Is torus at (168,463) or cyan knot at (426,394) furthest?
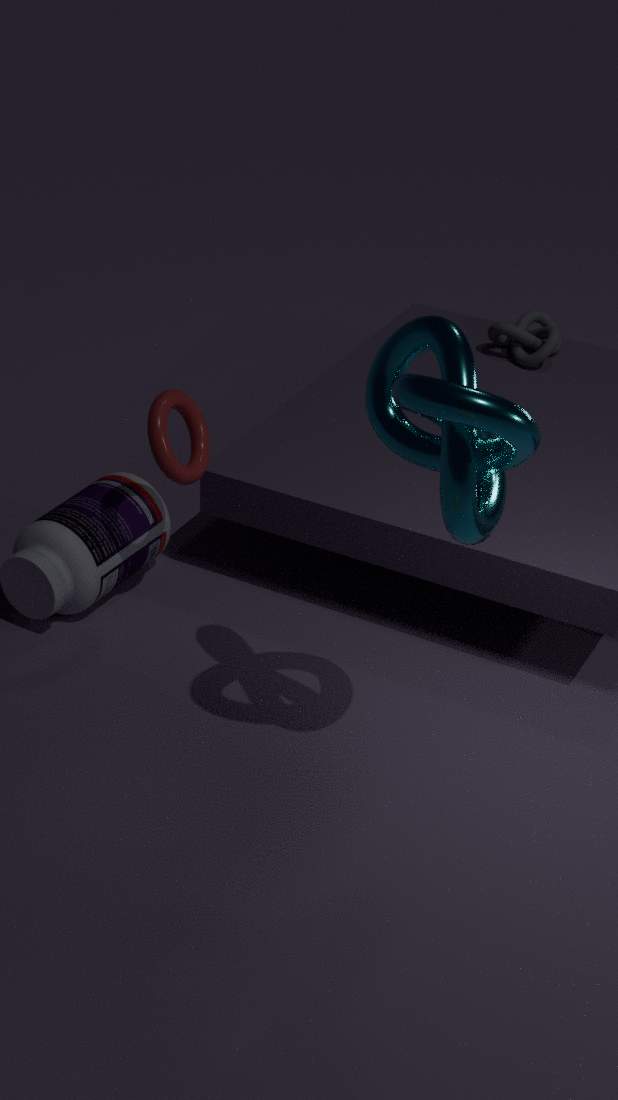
torus at (168,463)
